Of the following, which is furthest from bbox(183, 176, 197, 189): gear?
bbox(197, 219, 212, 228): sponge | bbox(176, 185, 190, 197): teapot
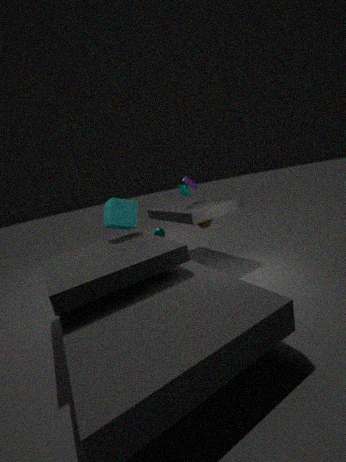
bbox(197, 219, 212, 228): sponge
